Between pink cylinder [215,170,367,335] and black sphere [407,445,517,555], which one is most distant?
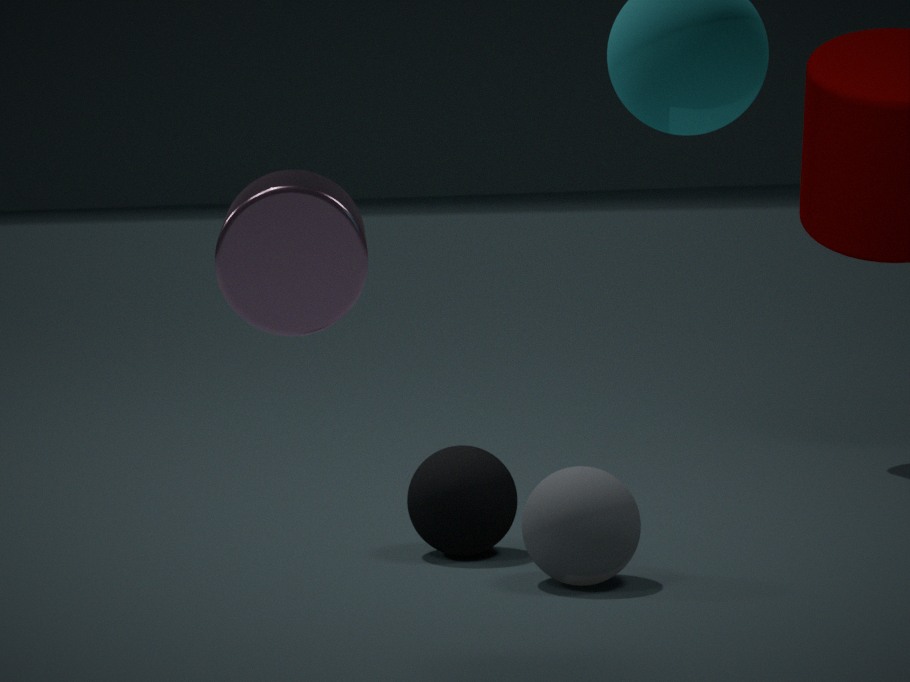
black sphere [407,445,517,555]
